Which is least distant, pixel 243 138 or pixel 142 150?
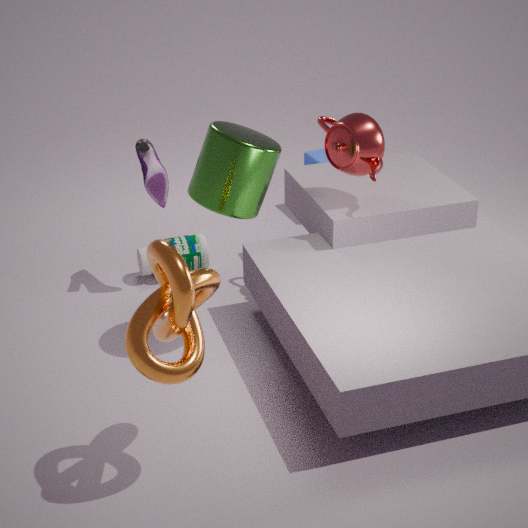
pixel 243 138
